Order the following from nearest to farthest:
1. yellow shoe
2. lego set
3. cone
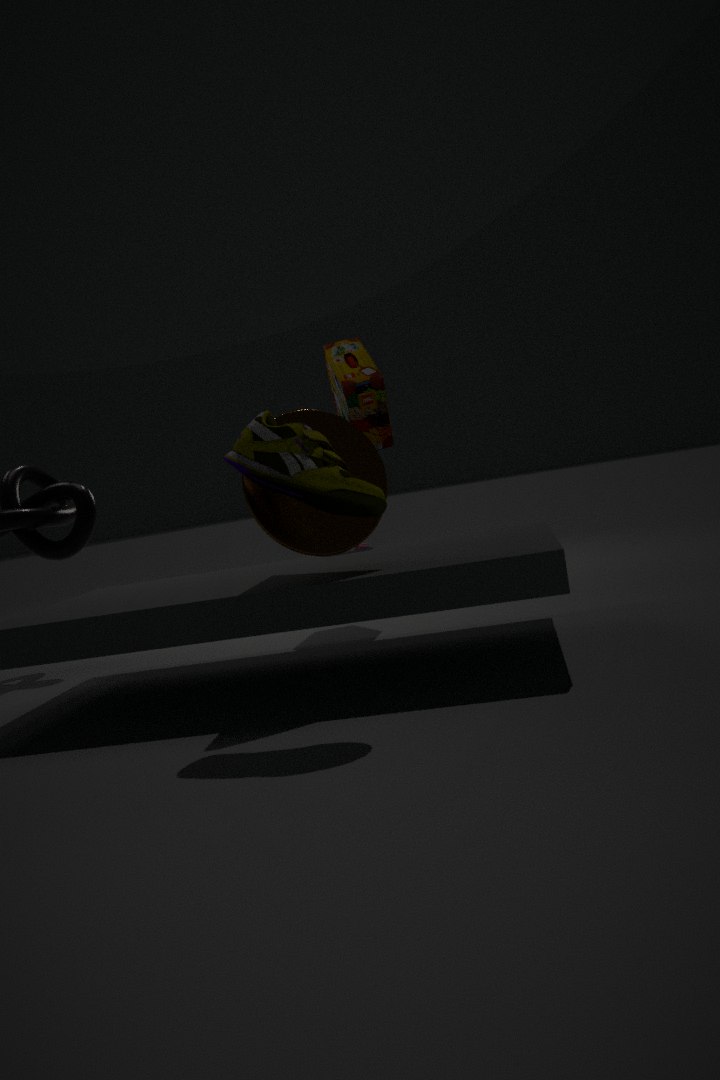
yellow shoe < cone < lego set
